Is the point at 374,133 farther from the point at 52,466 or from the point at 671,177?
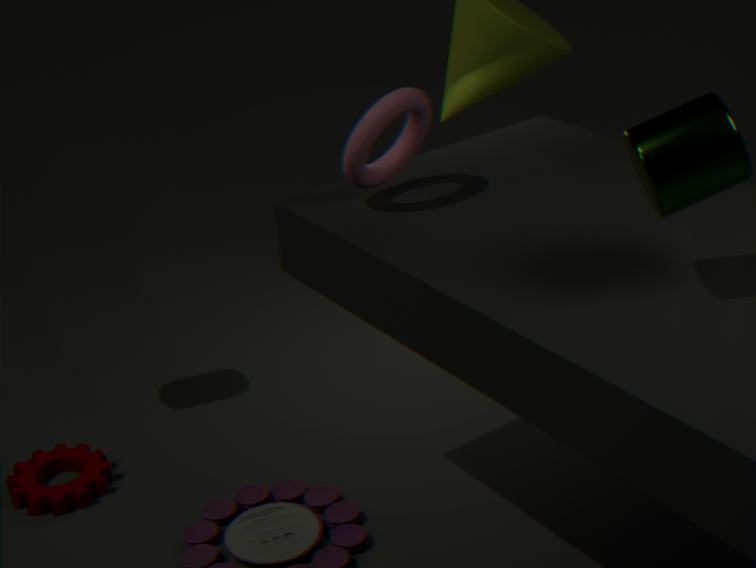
the point at 52,466
